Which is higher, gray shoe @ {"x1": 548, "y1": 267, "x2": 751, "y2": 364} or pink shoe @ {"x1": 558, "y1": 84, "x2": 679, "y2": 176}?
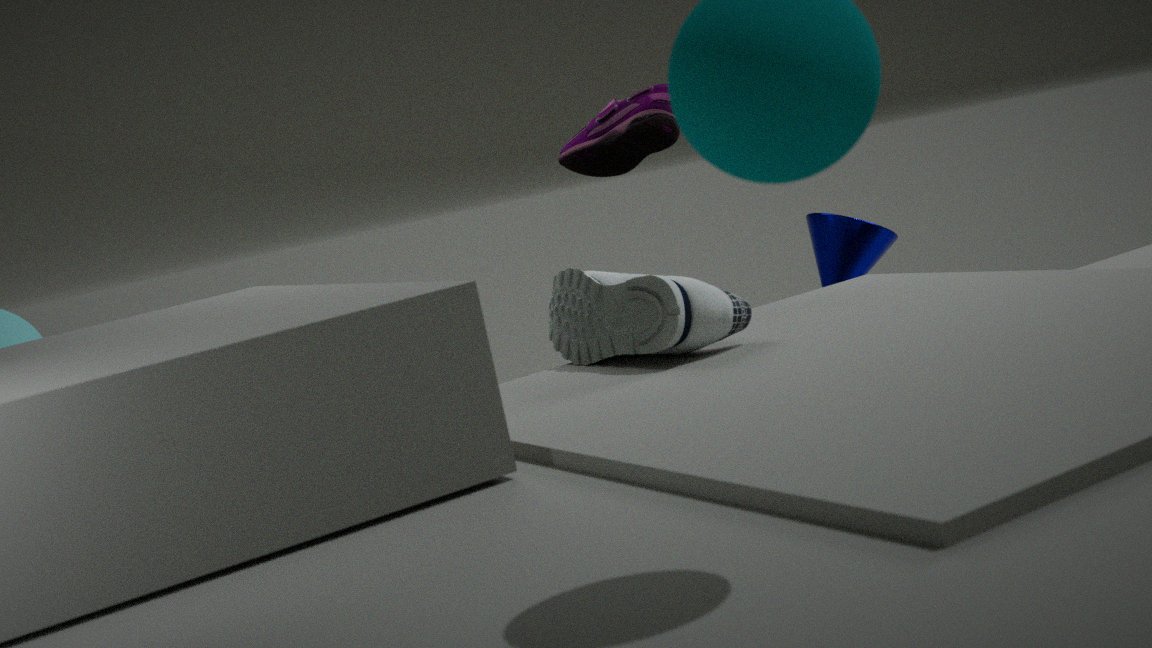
pink shoe @ {"x1": 558, "y1": 84, "x2": 679, "y2": 176}
